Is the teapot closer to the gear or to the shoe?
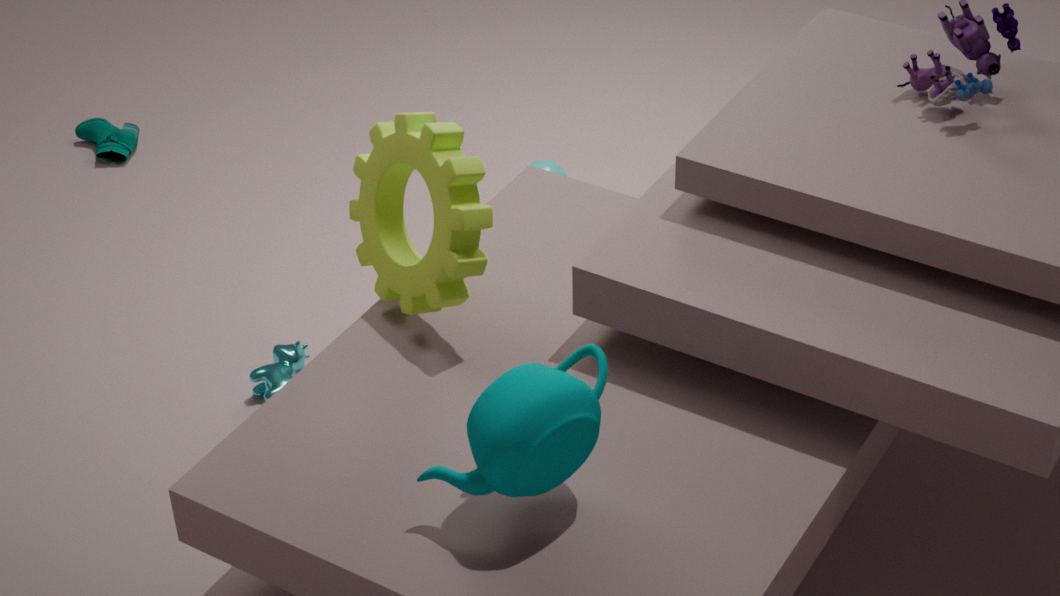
the gear
